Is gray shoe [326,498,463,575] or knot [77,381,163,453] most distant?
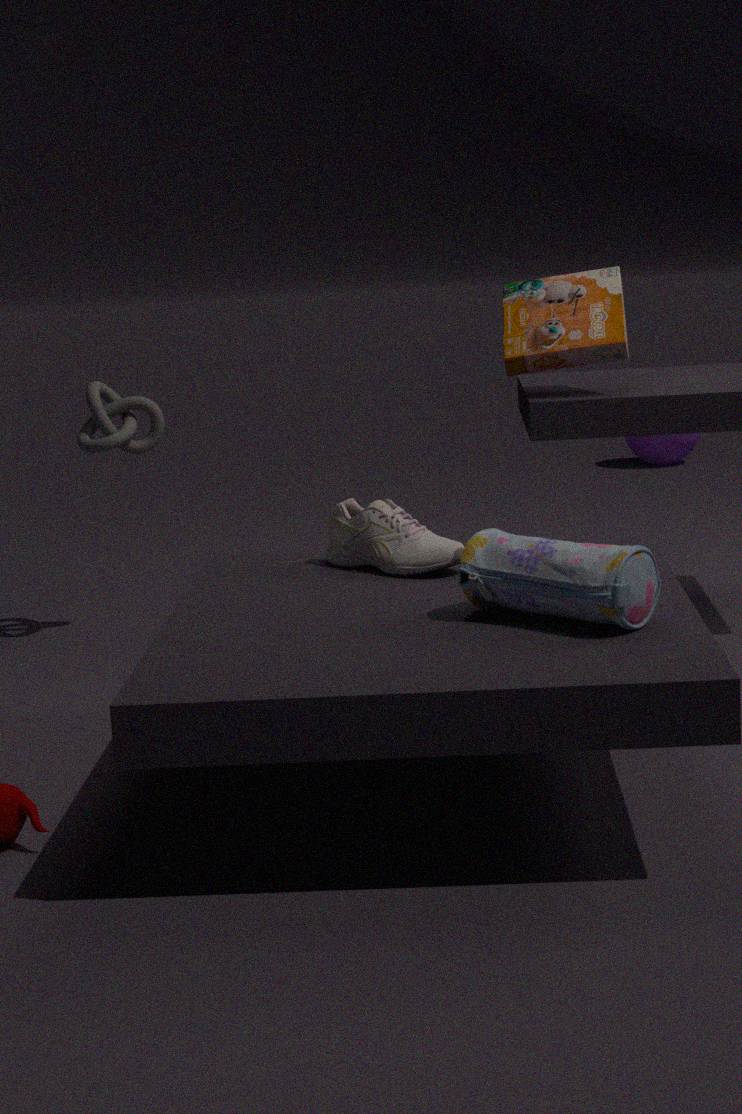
knot [77,381,163,453]
